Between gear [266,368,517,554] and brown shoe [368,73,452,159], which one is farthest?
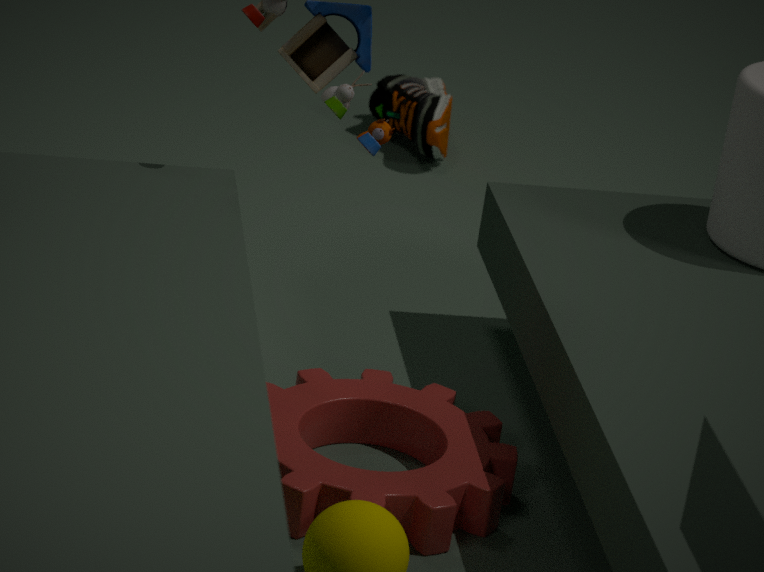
brown shoe [368,73,452,159]
